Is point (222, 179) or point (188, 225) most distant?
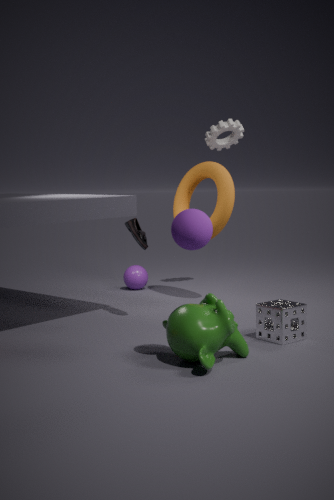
point (222, 179)
